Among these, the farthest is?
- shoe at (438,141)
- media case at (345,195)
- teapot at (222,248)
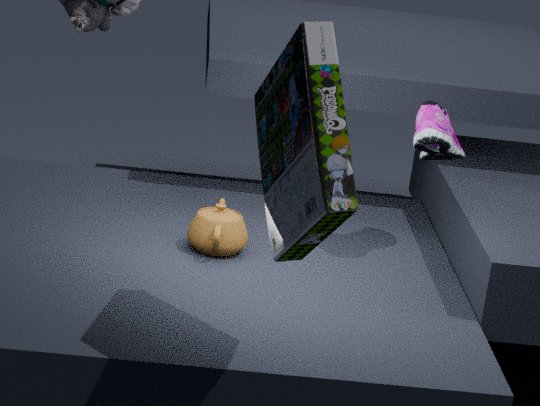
shoe at (438,141)
